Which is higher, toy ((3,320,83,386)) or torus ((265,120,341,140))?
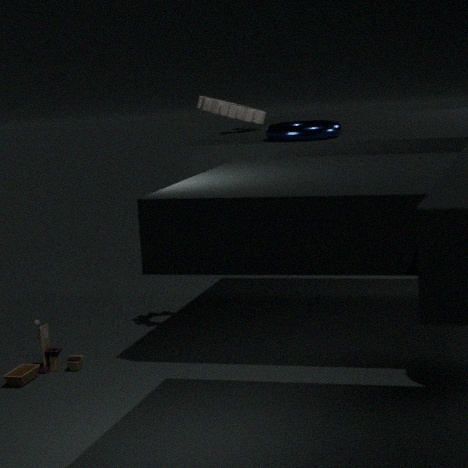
torus ((265,120,341,140))
